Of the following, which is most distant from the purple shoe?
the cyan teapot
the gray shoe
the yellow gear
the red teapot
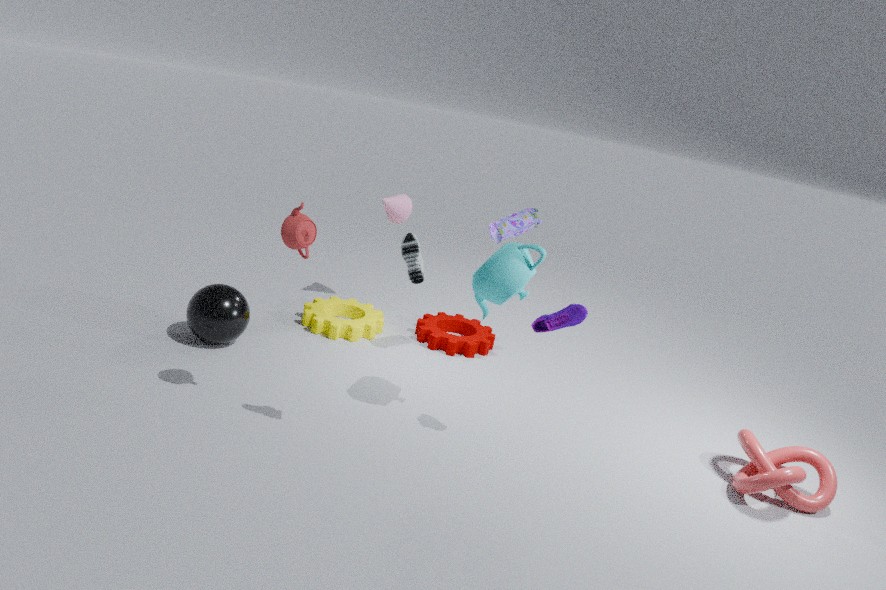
the yellow gear
